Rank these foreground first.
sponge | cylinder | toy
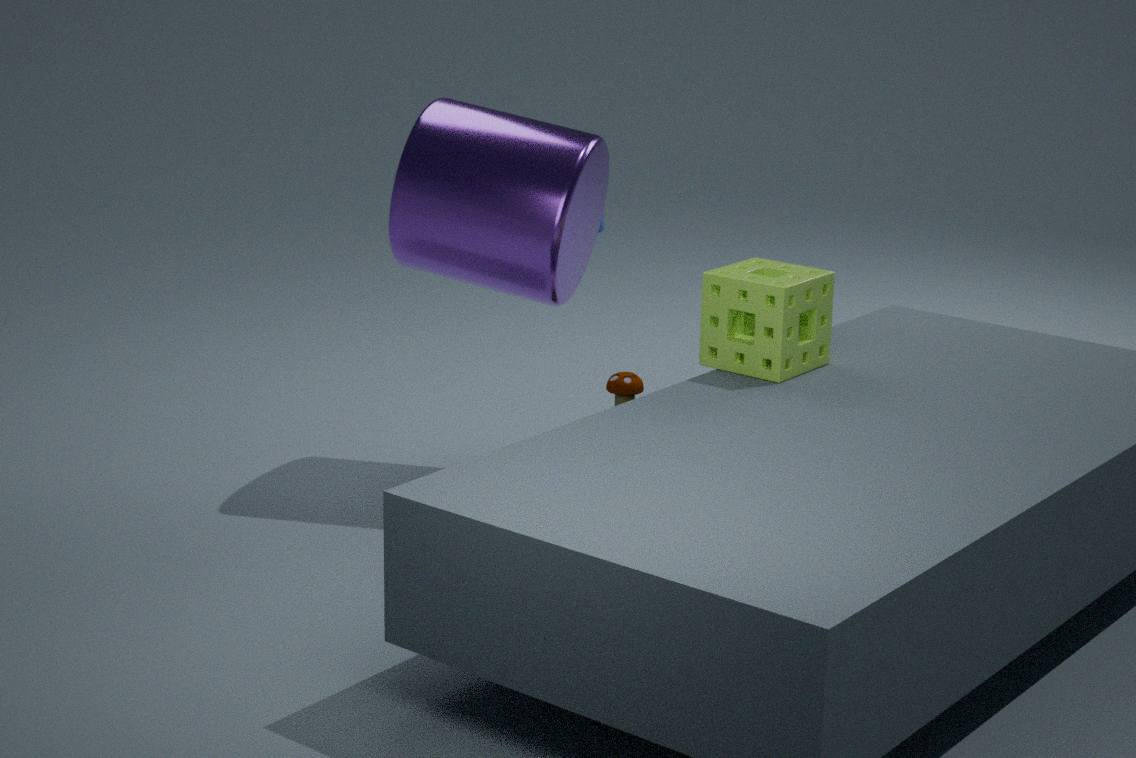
sponge, cylinder, toy
